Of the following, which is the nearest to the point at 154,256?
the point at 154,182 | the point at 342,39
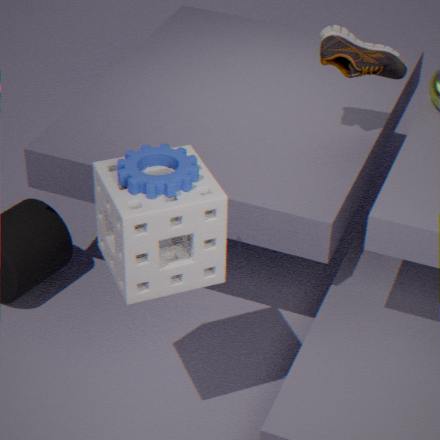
the point at 154,182
